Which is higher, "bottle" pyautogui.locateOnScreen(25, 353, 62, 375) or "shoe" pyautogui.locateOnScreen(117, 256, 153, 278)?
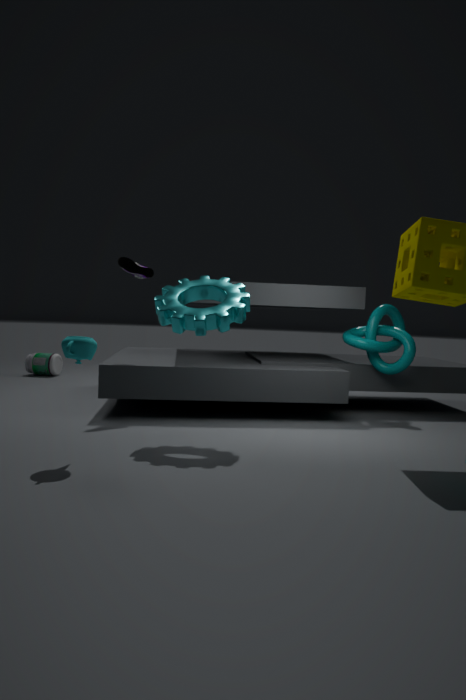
"shoe" pyautogui.locateOnScreen(117, 256, 153, 278)
